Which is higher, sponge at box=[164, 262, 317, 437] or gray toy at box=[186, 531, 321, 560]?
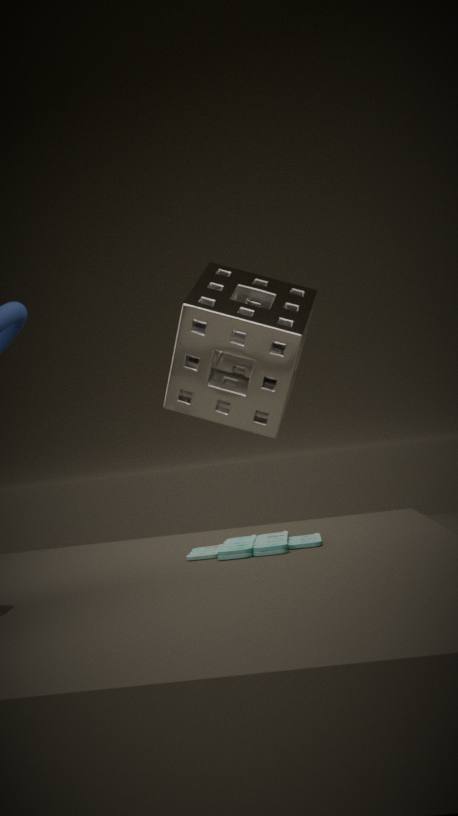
sponge at box=[164, 262, 317, 437]
